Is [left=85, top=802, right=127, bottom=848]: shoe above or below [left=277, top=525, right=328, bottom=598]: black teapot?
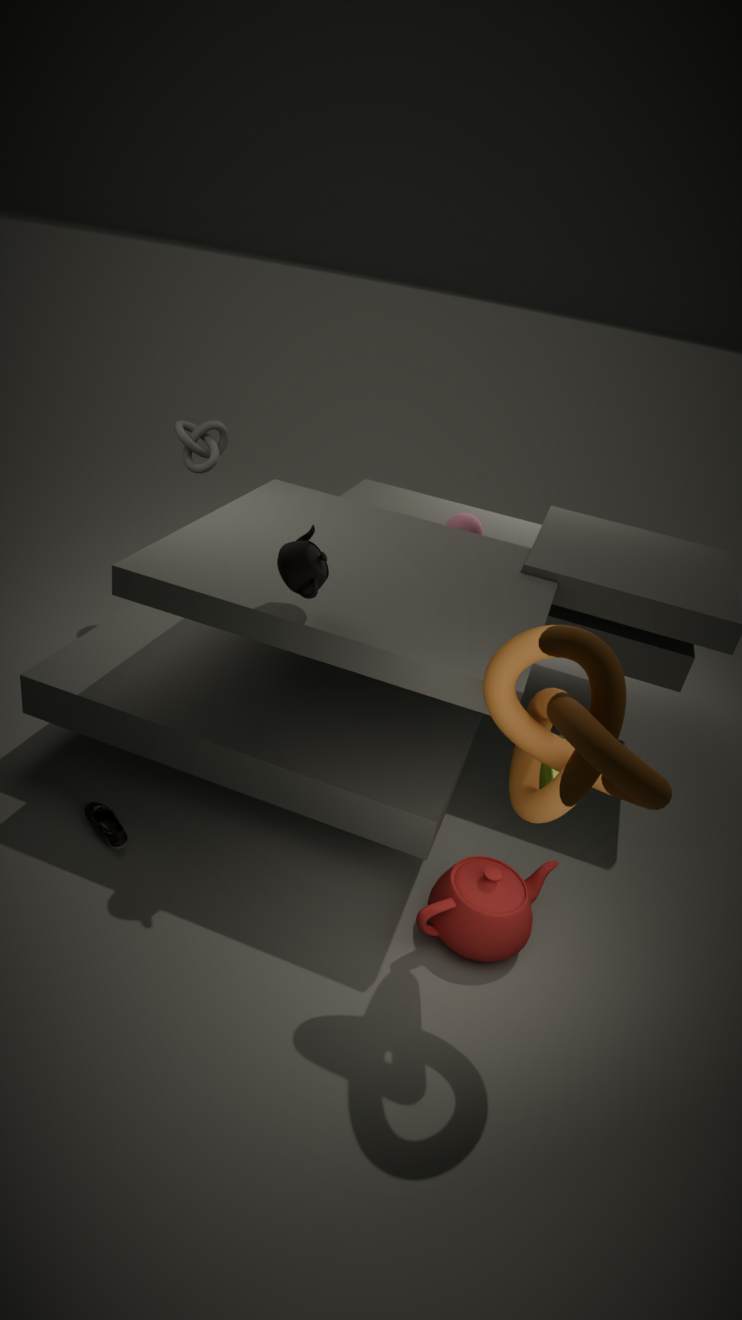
below
